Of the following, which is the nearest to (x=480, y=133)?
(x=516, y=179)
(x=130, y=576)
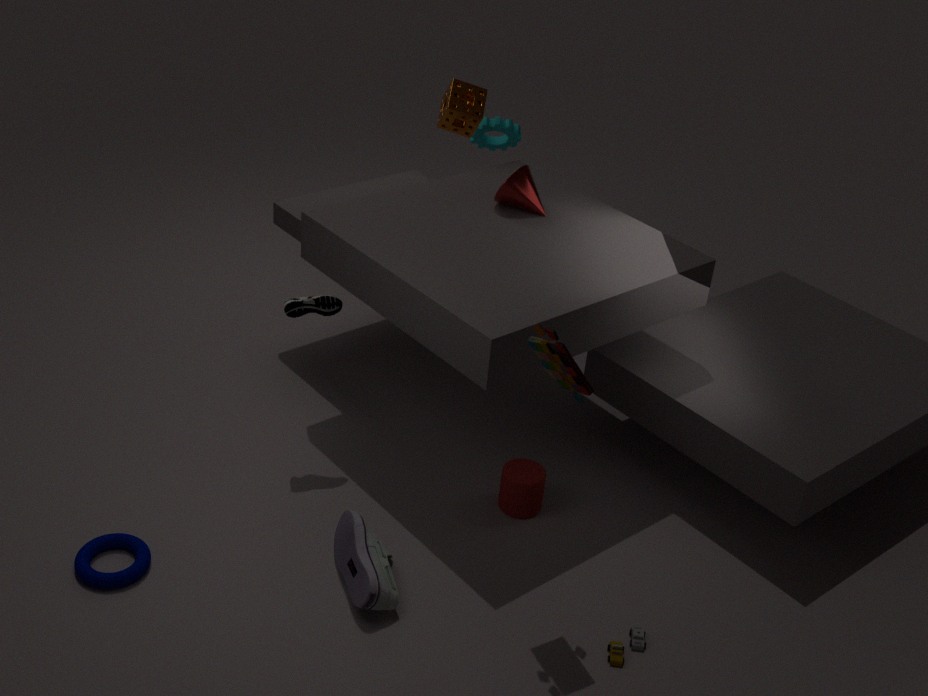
(x=516, y=179)
